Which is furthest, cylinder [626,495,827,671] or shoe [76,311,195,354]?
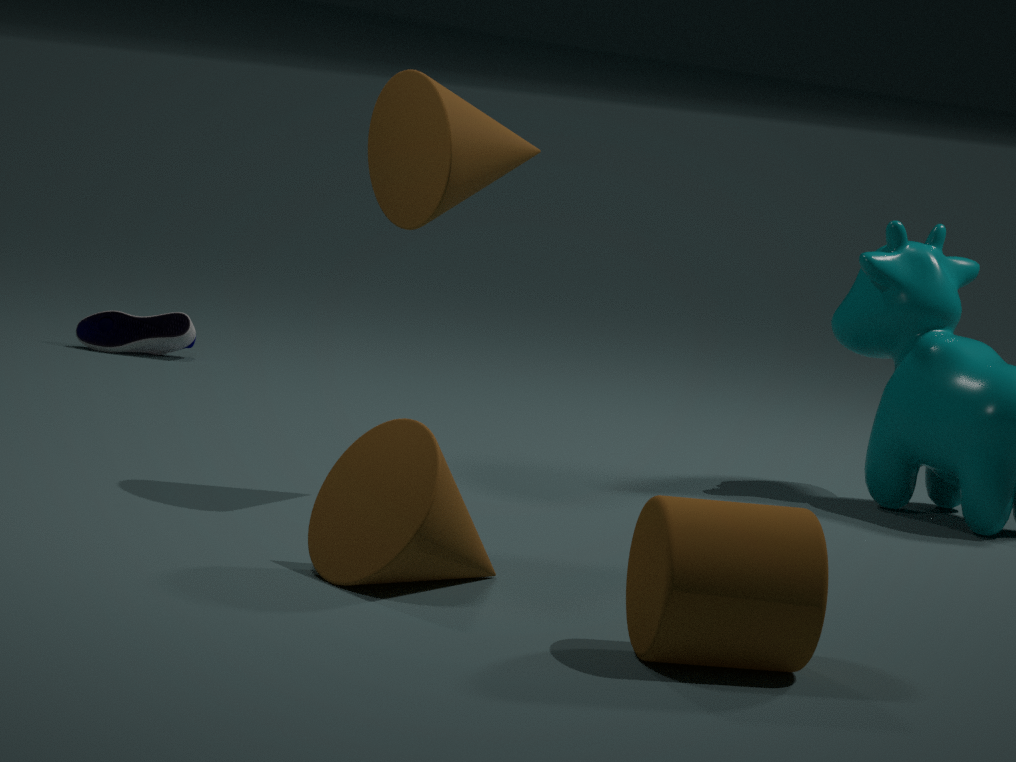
shoe [76,311,195,354]
